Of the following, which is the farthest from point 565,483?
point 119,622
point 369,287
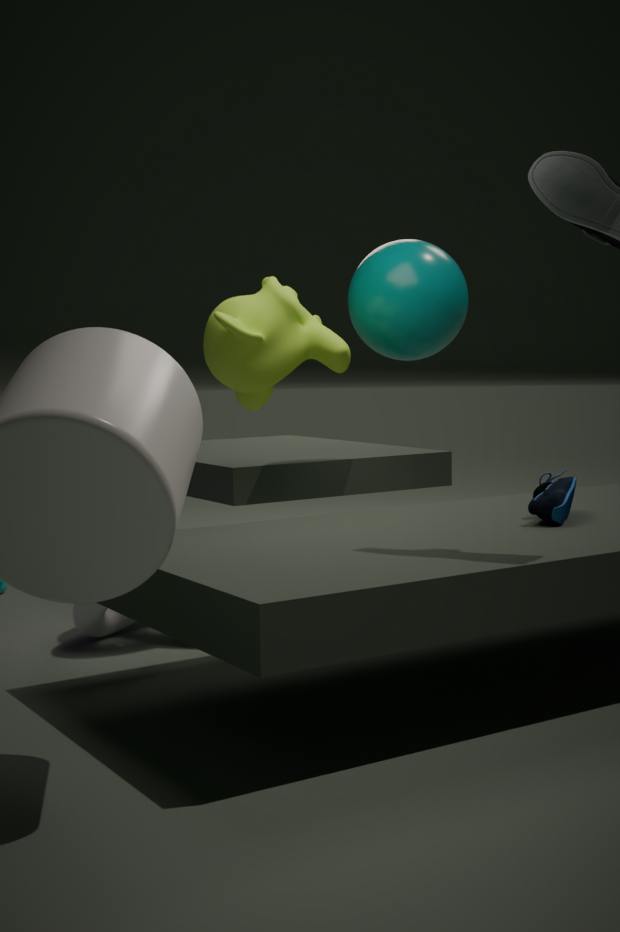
point 119,622
